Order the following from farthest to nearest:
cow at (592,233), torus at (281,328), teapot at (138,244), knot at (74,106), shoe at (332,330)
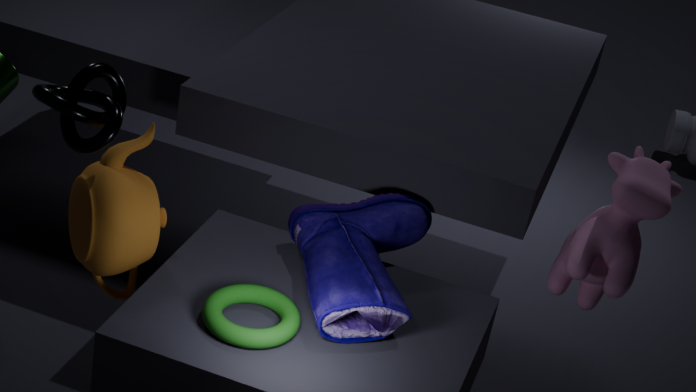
cow at (592,233) → teapot at (138,244) → shoe at (332,330) → knot at (74,106) → torus at (281,328)
